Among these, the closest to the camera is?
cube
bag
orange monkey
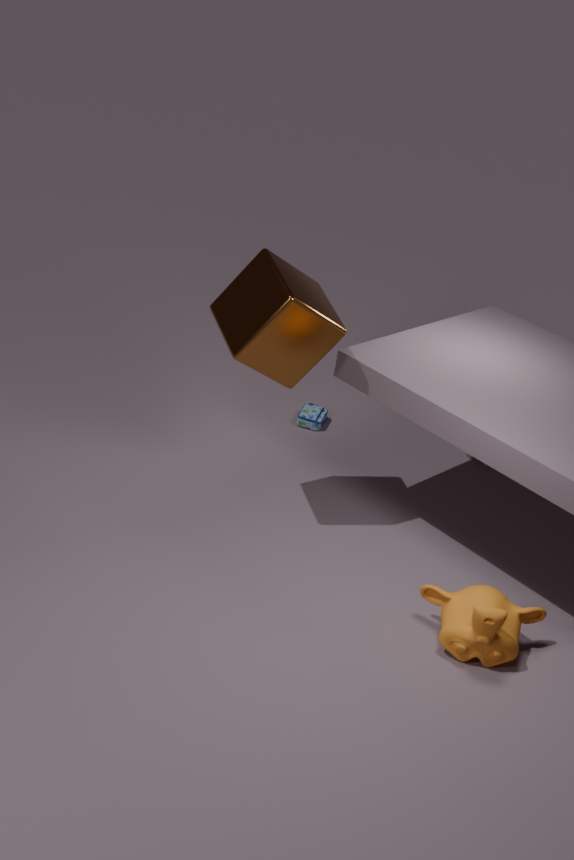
orange monkey
